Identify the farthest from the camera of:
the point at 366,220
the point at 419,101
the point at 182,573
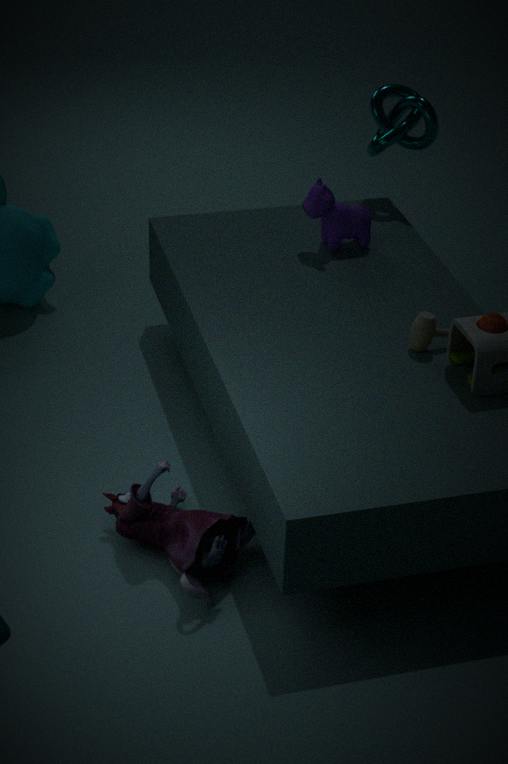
the point at 419,101
